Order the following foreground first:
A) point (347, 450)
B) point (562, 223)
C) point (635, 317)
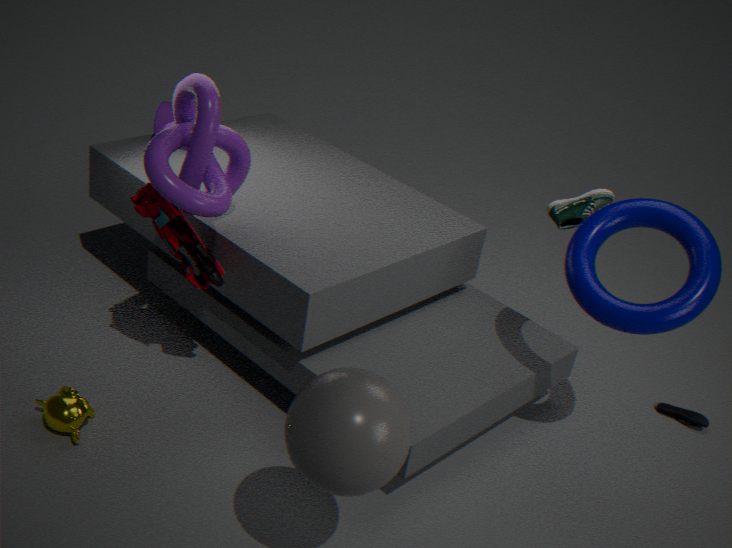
point (347, 450)
point (635, 317)
point (562, 223)
